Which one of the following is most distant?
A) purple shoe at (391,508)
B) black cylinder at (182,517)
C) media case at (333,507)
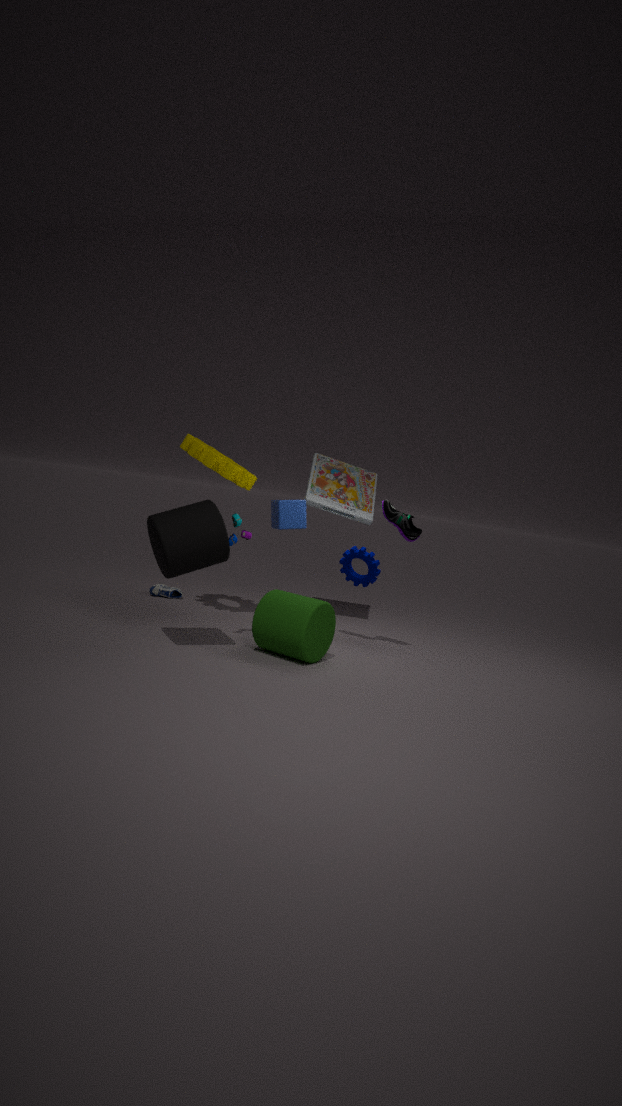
media case at (333,507)
